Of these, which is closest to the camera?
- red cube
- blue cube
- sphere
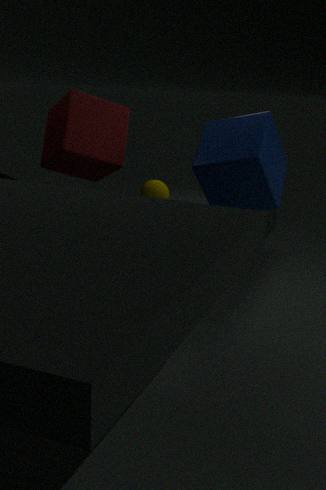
blue cube
